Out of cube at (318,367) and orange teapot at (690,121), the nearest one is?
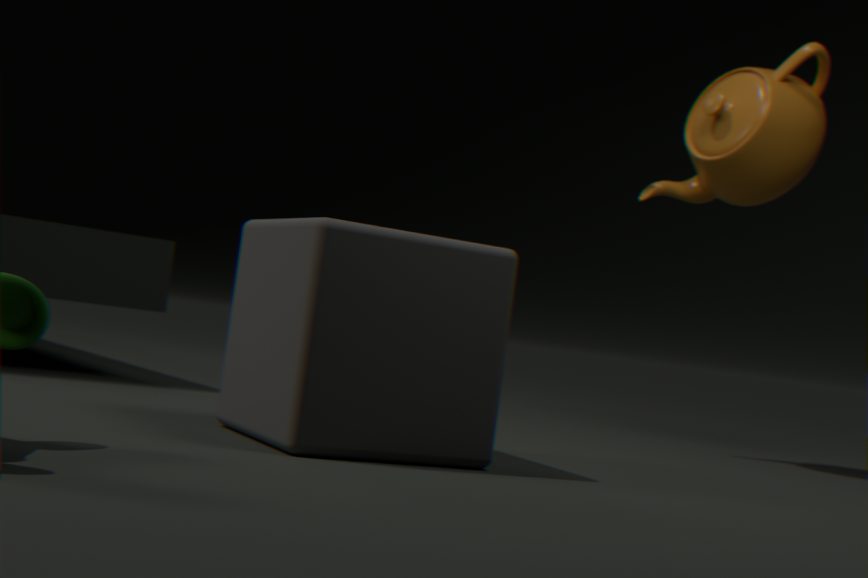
cube at (318,367)
